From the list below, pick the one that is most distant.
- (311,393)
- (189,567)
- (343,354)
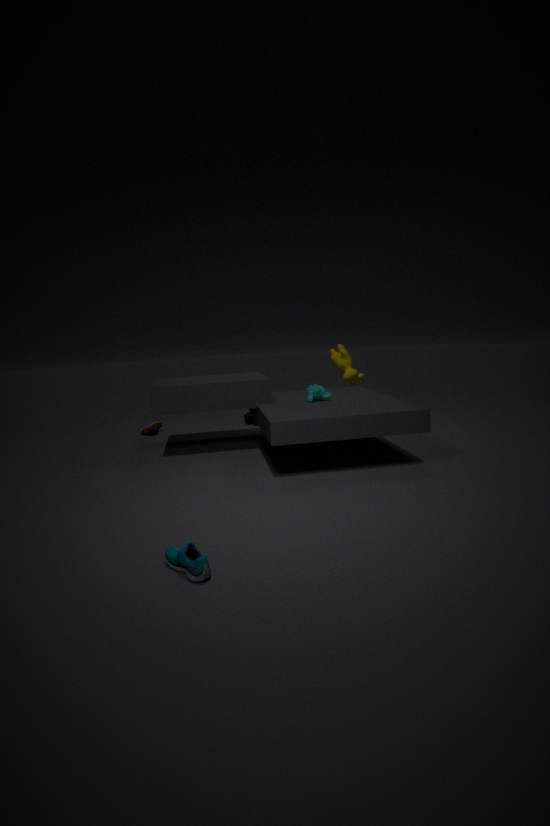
(343,354)
